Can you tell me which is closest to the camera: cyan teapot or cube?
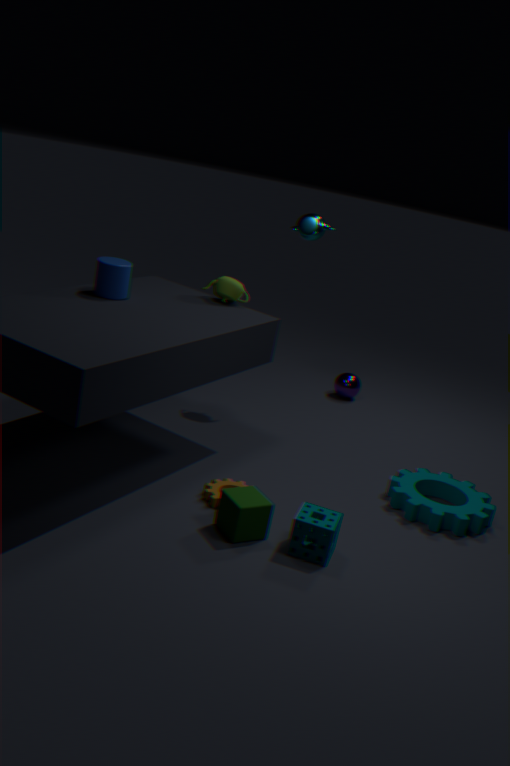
cube
